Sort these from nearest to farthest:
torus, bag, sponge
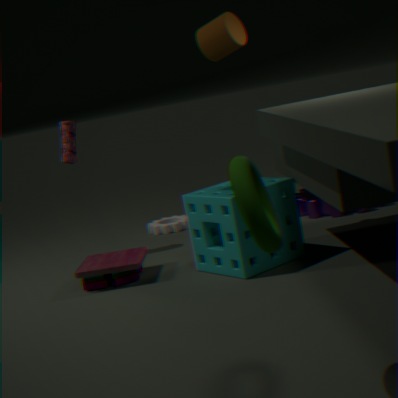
1. torus
2. sponge
3. bag
